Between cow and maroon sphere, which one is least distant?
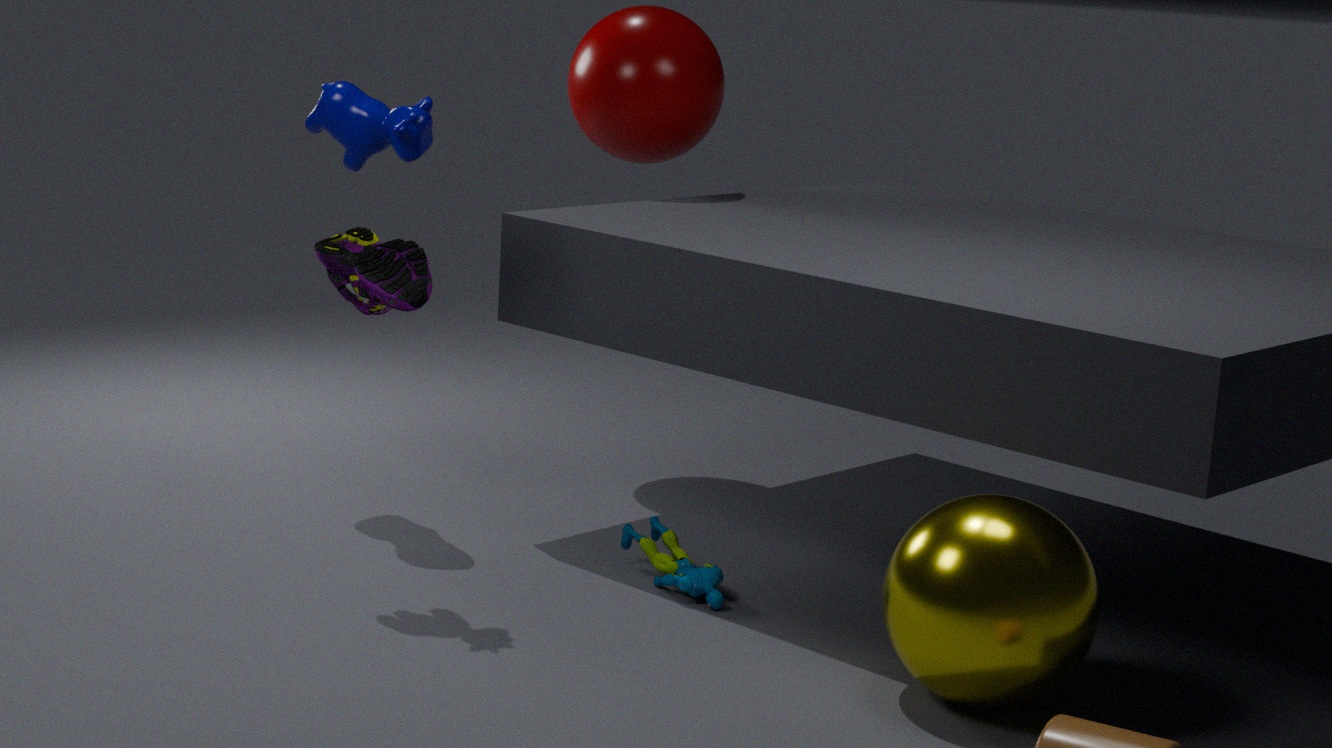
cow
